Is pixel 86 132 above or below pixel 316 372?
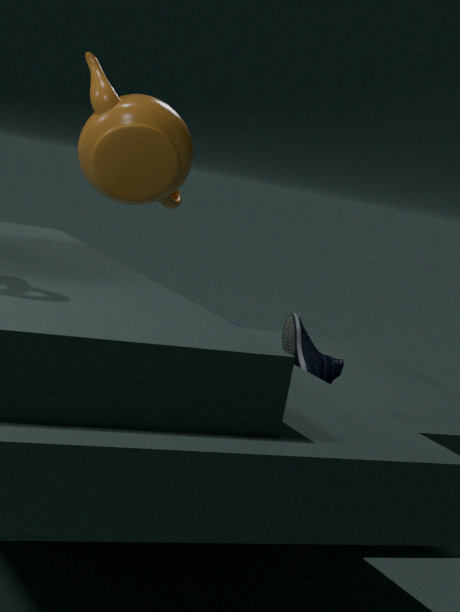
above
